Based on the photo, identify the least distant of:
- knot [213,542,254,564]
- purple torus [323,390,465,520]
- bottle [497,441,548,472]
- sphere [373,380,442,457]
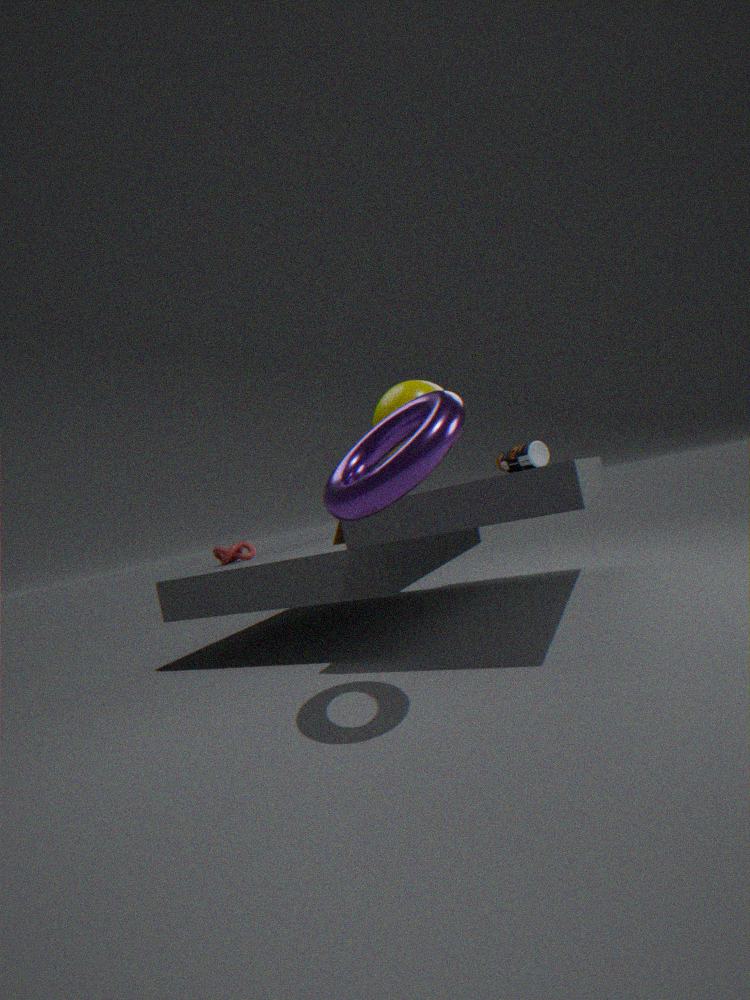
purple torus [323,390,465,520]
